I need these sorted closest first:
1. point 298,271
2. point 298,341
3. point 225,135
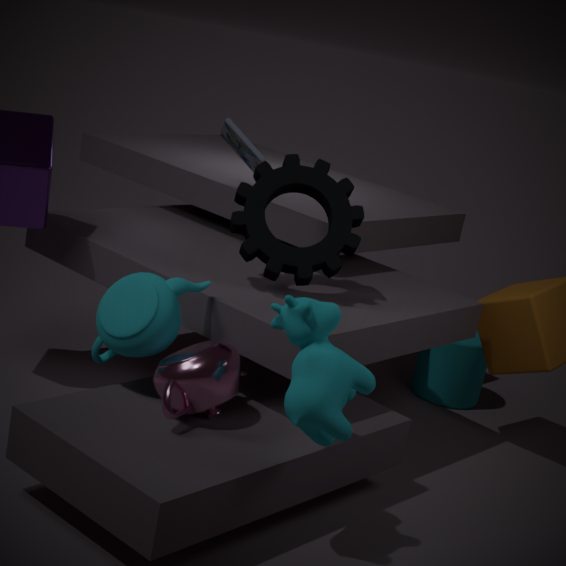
point 298,341 < point 298,271 < point 225,135
